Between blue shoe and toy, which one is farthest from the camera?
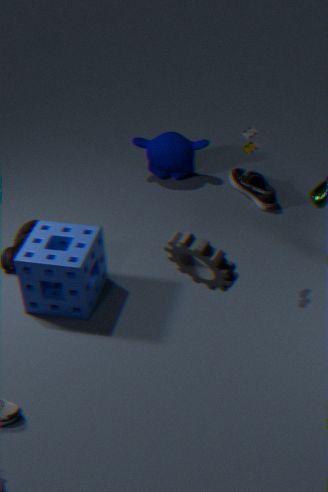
blue shoe
